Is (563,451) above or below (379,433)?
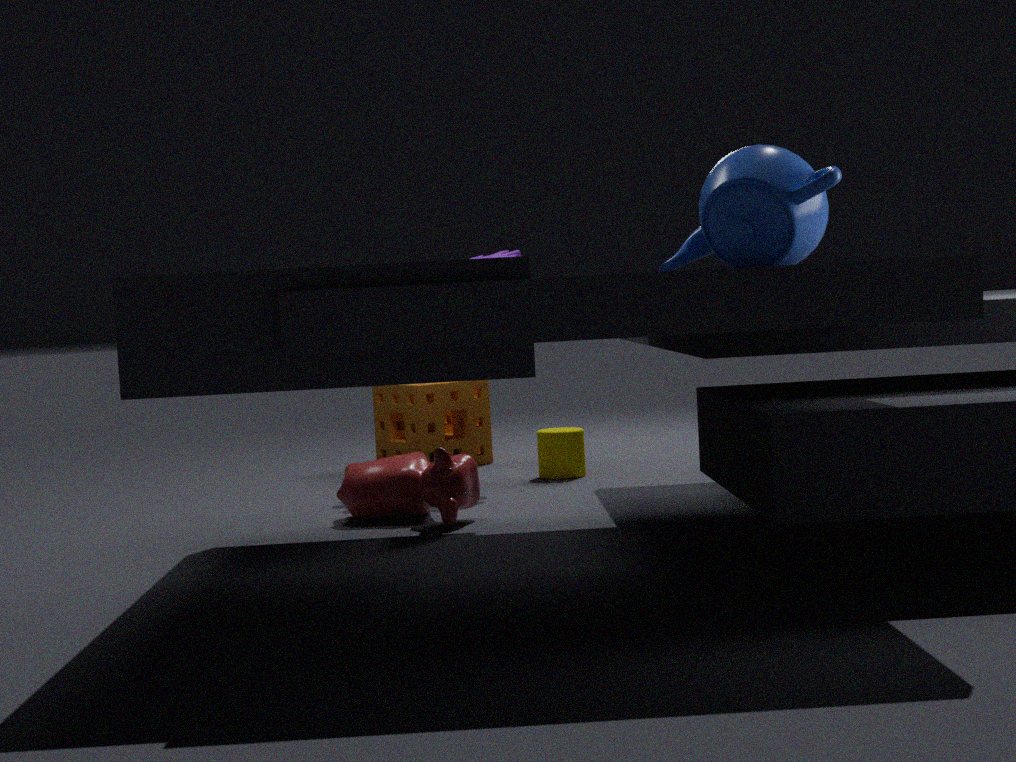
below
